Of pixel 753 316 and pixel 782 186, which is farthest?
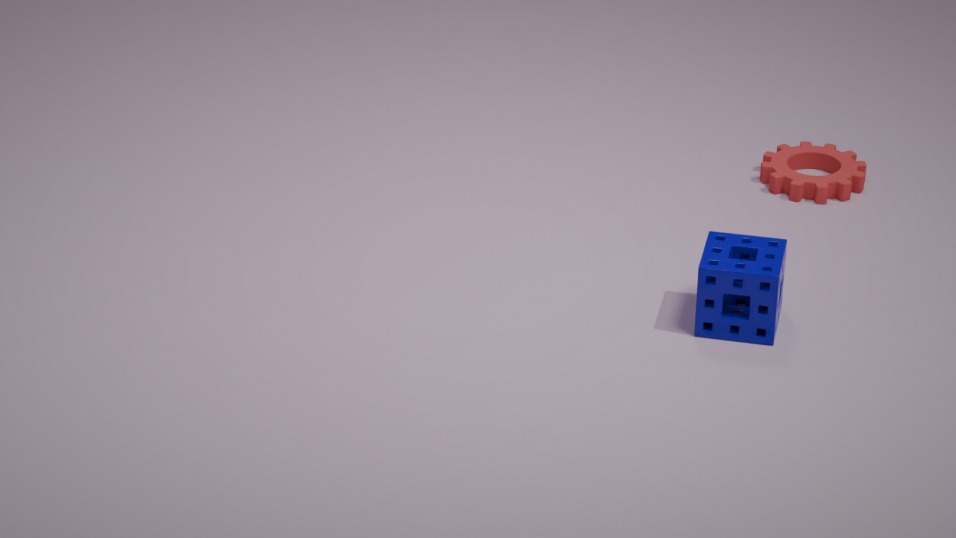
pixel 782 186
